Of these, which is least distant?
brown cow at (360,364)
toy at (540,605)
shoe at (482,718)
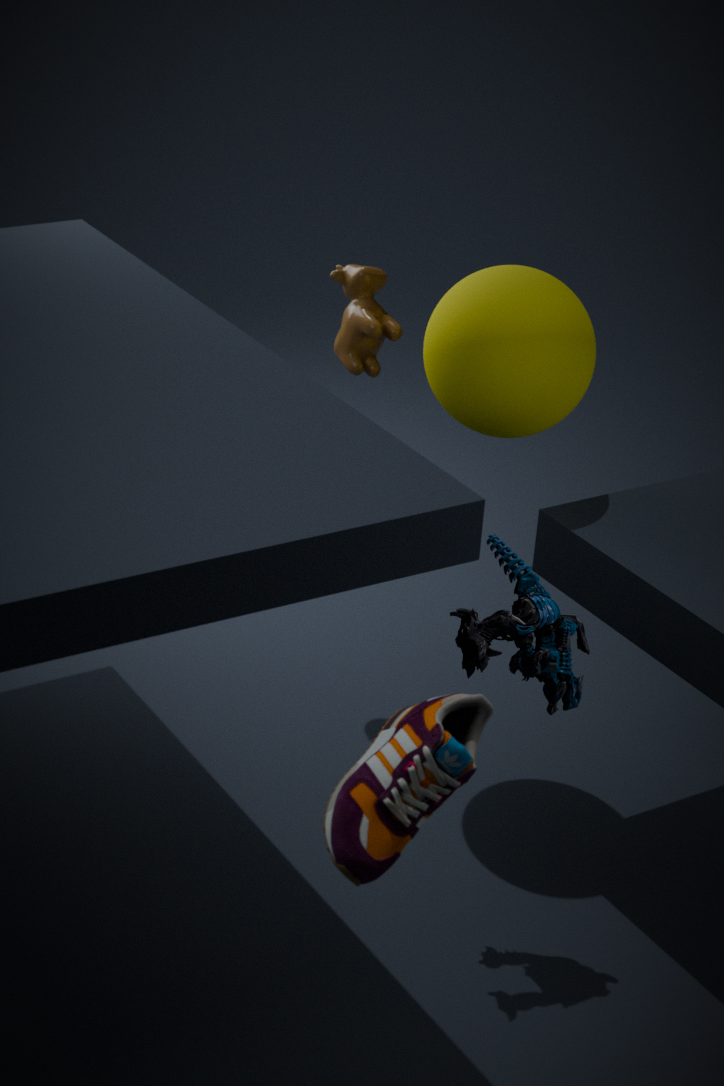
shoe at (482,718)
